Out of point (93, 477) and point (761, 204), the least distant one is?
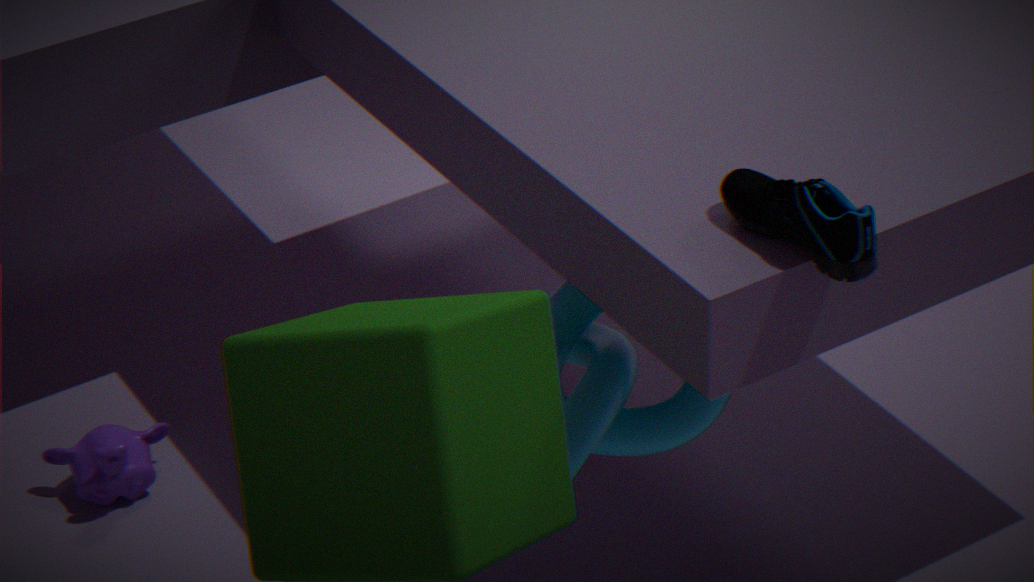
point (761, 204)
